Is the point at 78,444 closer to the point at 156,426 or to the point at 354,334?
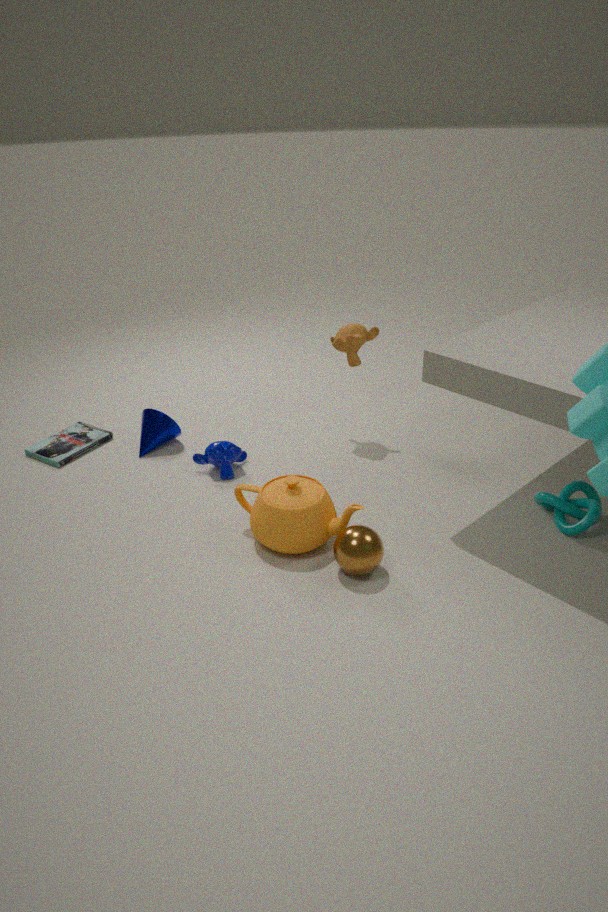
the point at 156,426
